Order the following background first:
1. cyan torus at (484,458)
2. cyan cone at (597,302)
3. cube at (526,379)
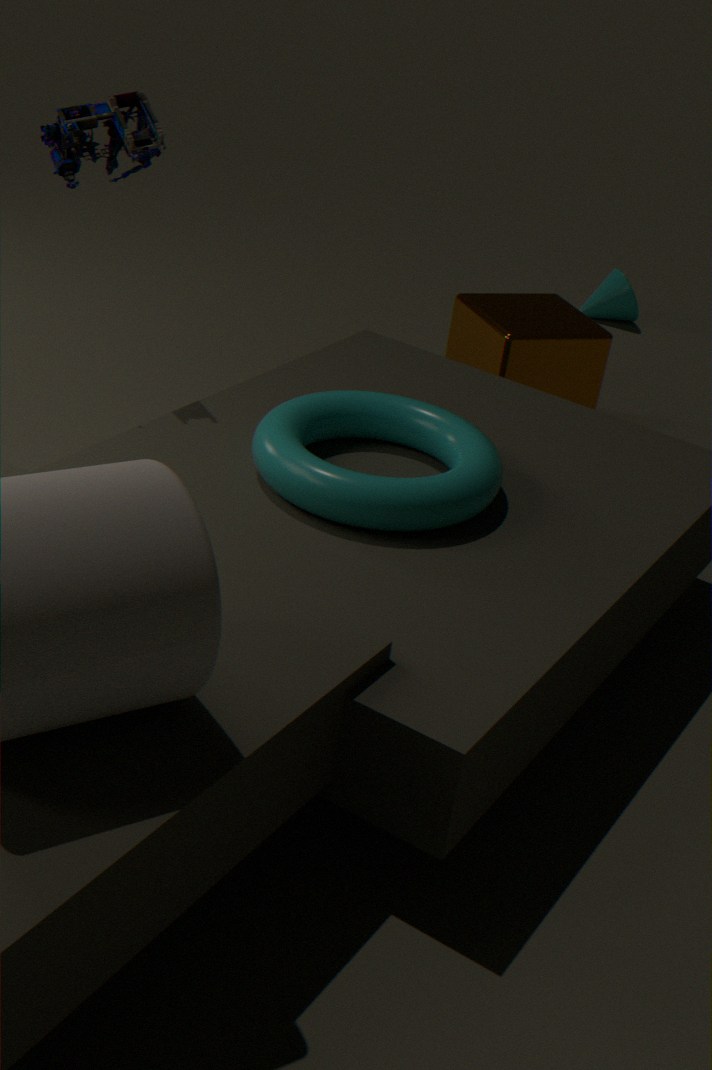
1. cyan cone at (597,302)
2. cube at (526,379)
3. cyan torus at (484,458)
